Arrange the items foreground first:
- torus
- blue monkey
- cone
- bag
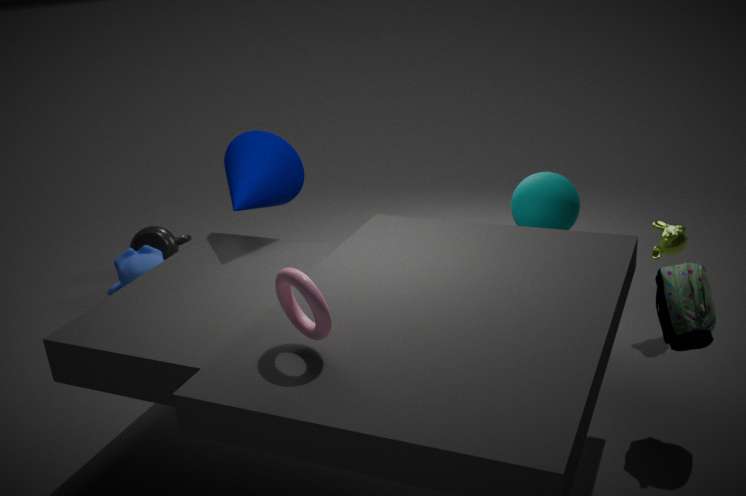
1. torus
2. bag
3. cone
4. blue monkey
